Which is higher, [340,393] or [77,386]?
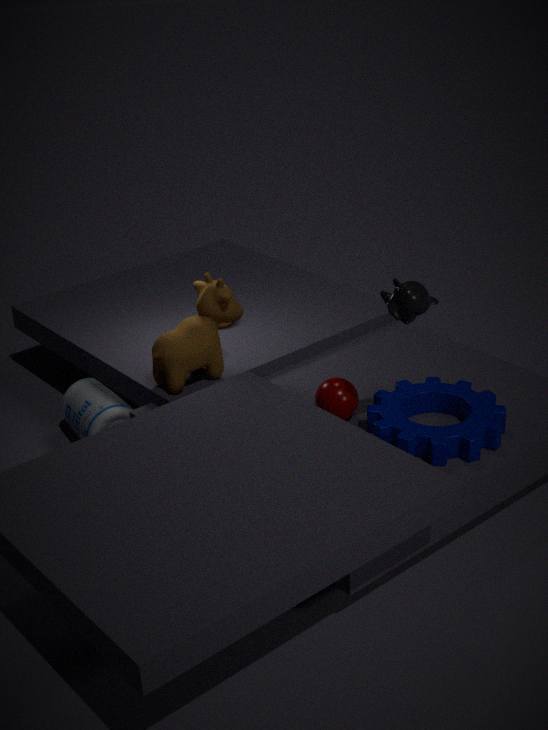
[340,393]
